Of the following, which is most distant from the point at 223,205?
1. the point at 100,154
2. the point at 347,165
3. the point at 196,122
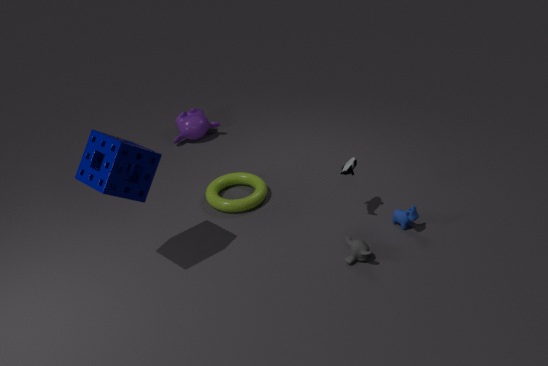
the point at 100,154
